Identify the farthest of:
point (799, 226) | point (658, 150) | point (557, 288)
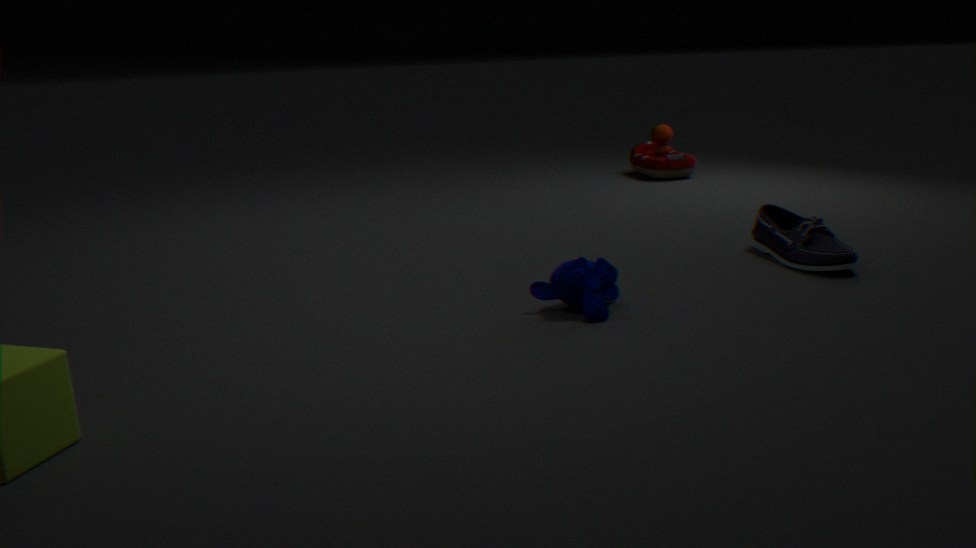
point (658, 150)
